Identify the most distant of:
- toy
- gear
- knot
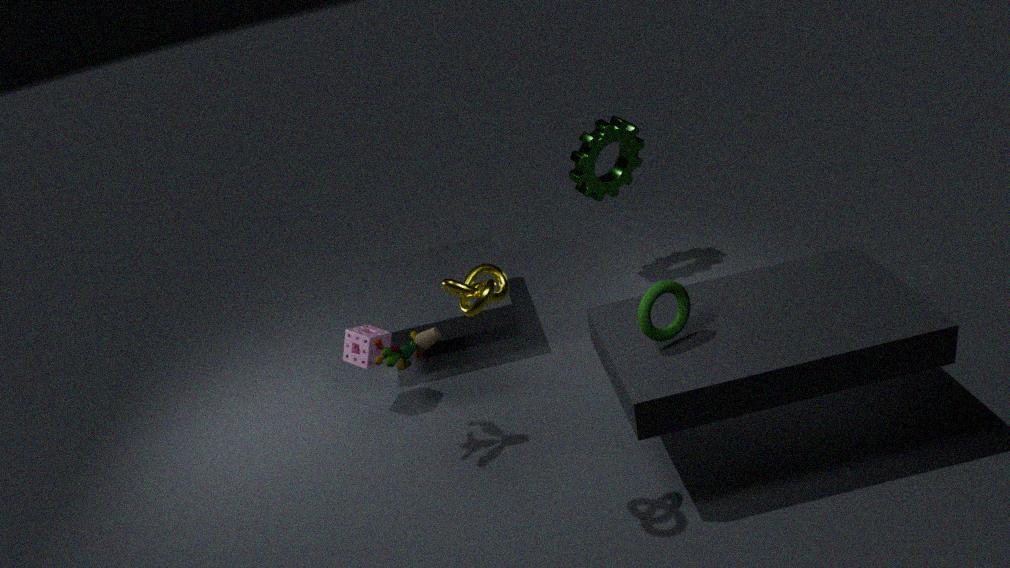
gear
